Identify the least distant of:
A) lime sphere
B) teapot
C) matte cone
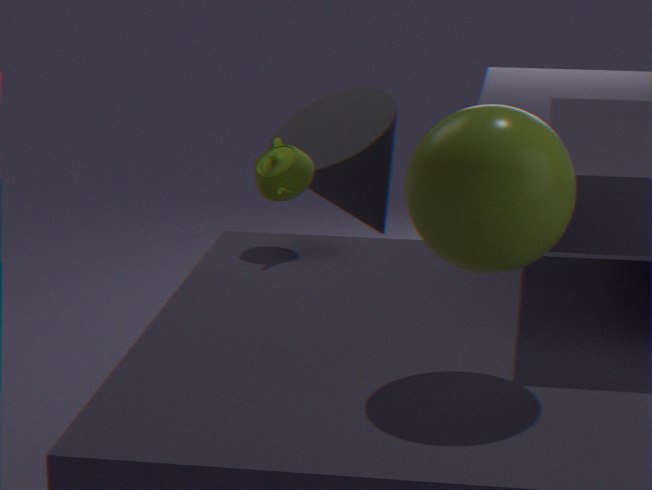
lime sphere
